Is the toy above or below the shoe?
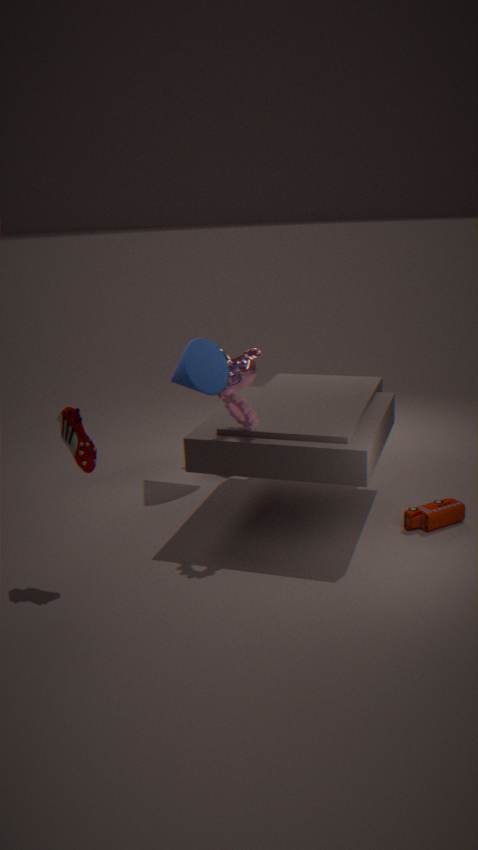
below
